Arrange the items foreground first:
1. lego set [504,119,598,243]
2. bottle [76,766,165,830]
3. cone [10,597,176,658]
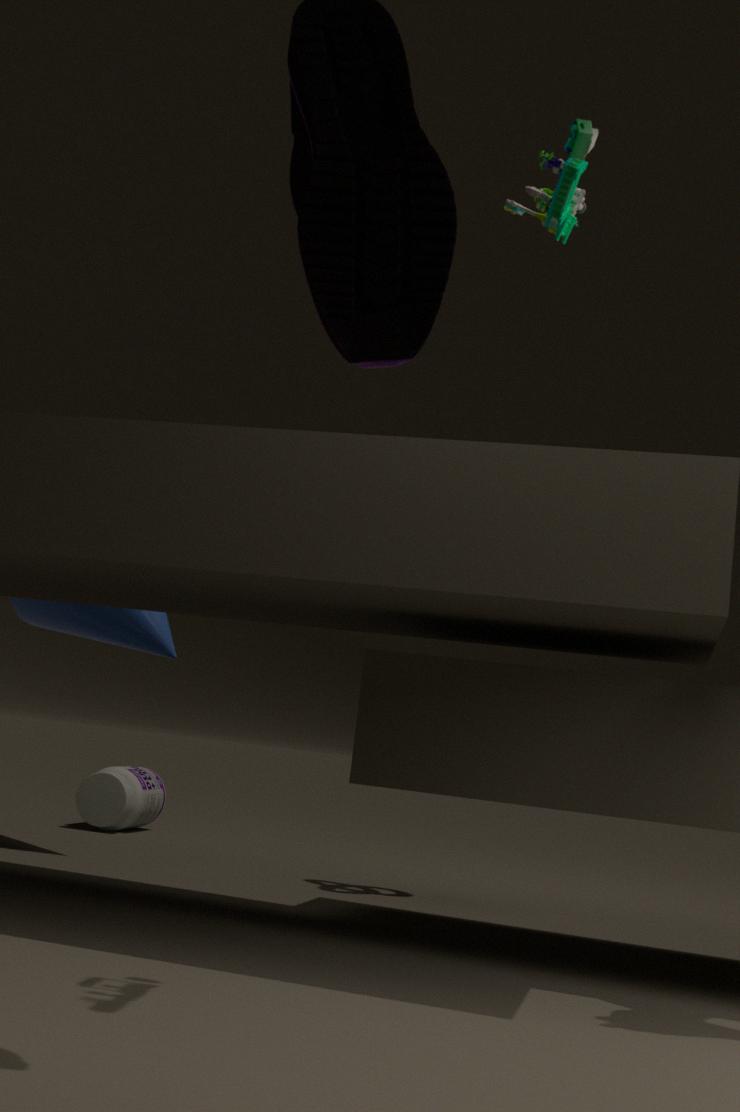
lego set [504,119,598,243] → cone [10,597,176,658] → bottle [76,766,165,830]
